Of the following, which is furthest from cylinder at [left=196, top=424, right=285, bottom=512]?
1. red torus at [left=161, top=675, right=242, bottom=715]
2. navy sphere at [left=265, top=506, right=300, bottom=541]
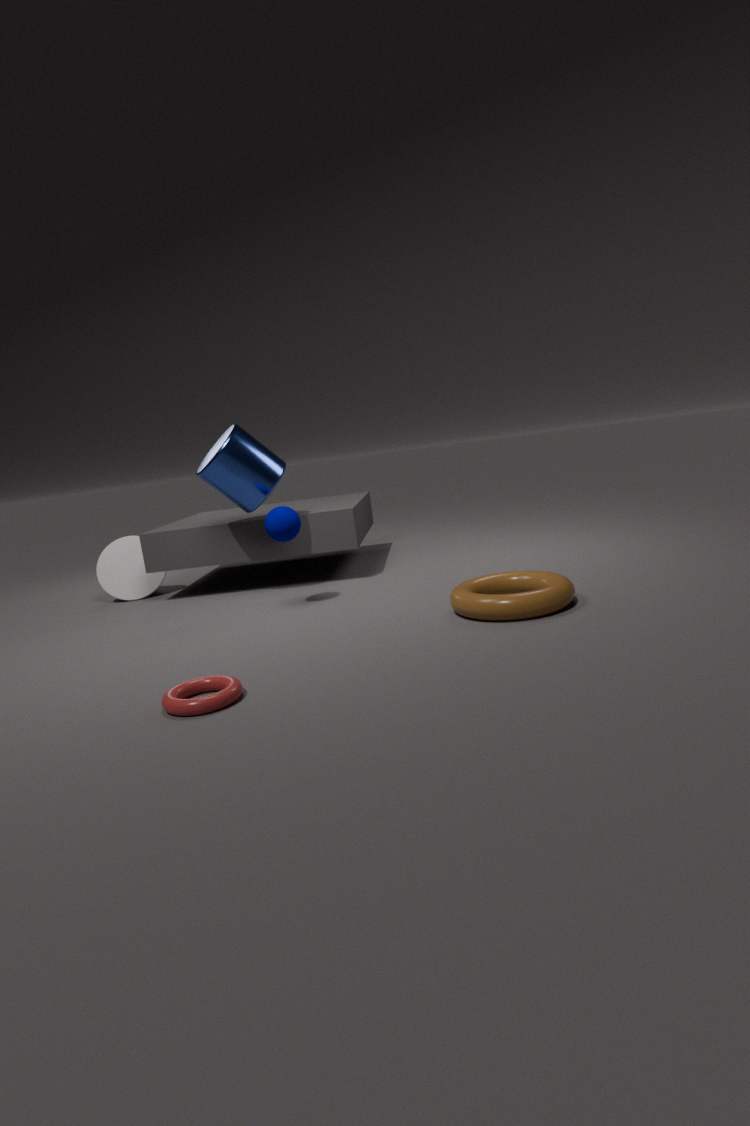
red torus at [left=161, top=675, right=242, bottom=715]
